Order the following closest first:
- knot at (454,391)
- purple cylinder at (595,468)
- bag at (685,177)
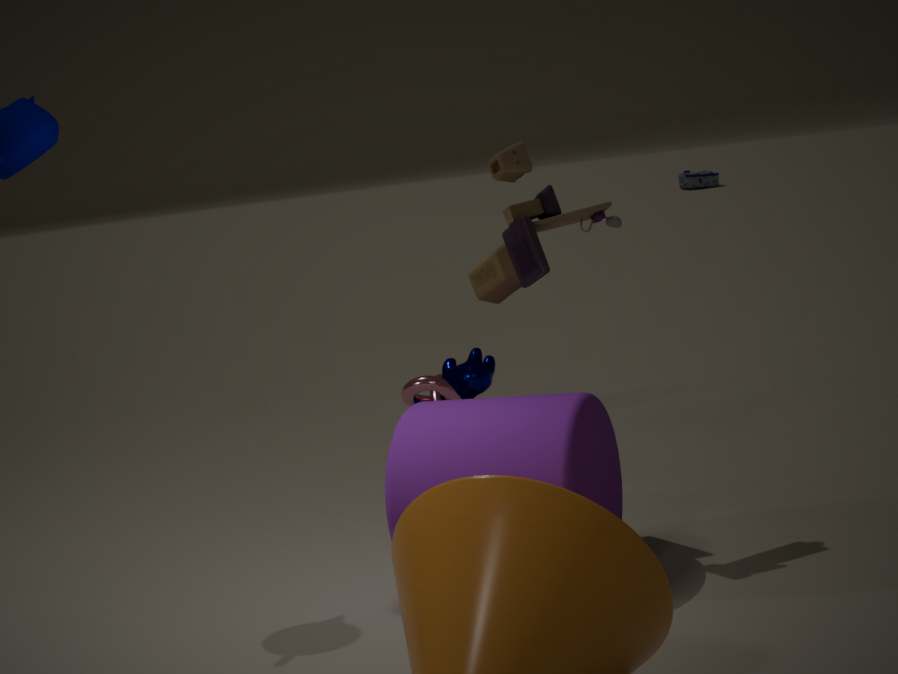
1. purple cylinder at (595,468)
2. knot at (454,391)
3. bag at (685,177)
